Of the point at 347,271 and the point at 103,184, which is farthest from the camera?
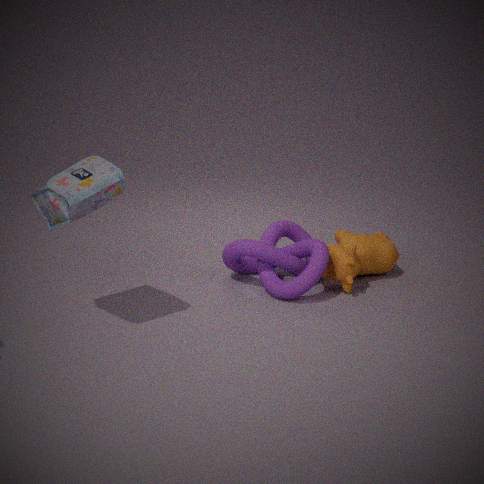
the point at 347,271
